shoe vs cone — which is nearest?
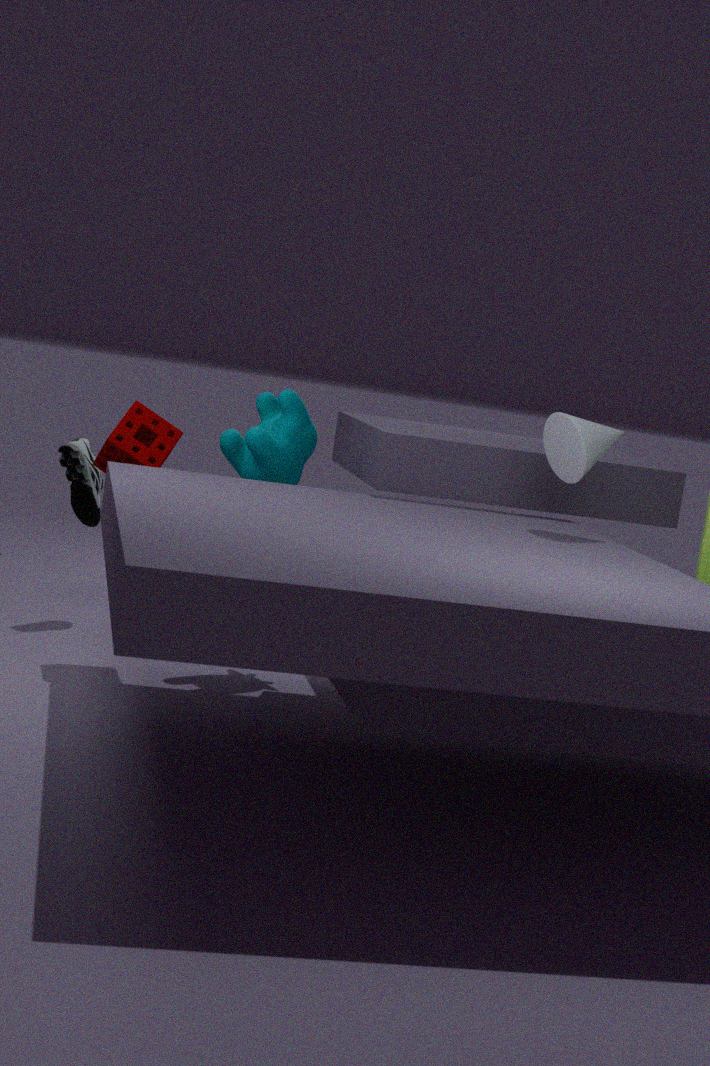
cone
